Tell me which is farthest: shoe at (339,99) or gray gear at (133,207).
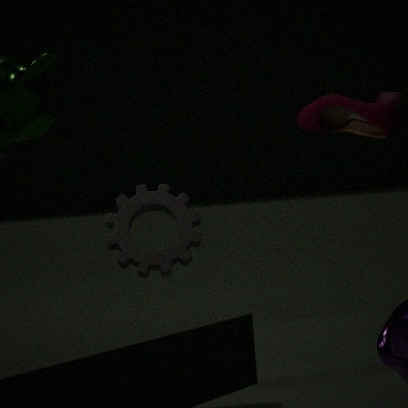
shoe at (339,99)
